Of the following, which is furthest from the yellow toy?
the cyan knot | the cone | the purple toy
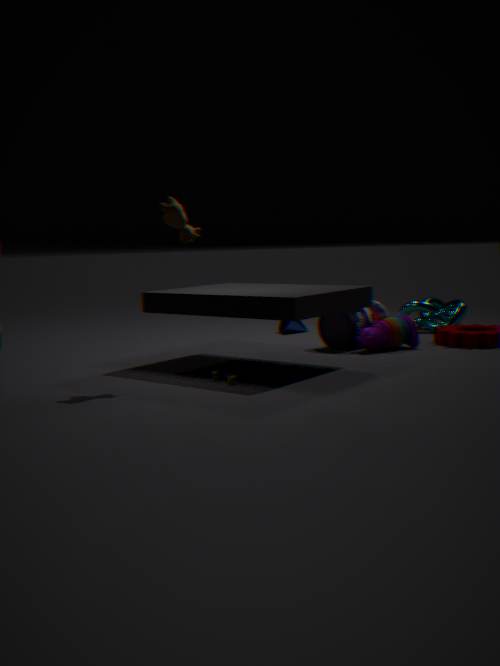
the cyan knot
